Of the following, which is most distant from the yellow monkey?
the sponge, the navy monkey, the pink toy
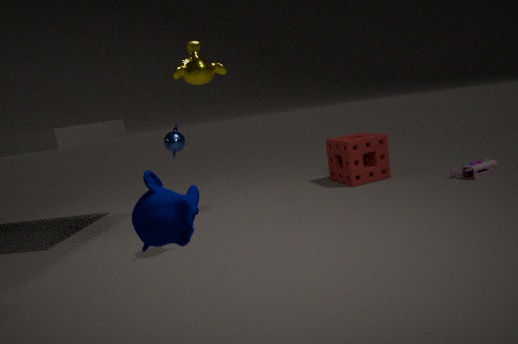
the pink toy
